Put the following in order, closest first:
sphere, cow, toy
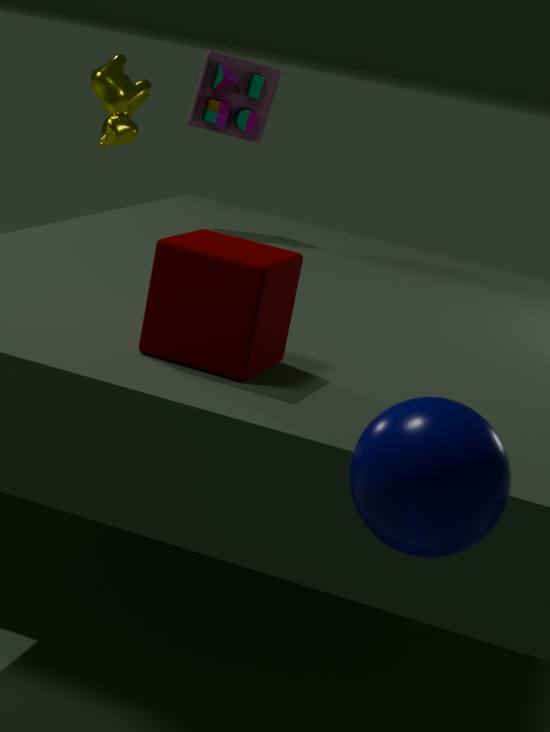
1. sphere
2. toy
3. cow
